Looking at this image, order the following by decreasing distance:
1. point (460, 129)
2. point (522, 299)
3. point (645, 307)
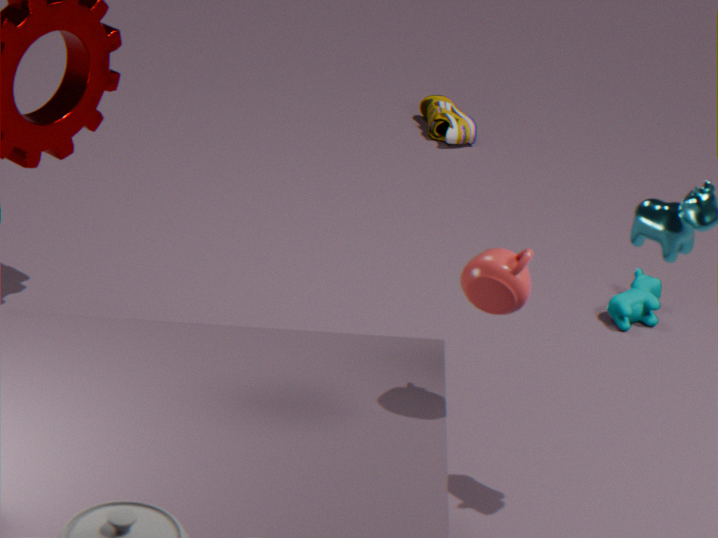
point (460, 129) < point (645, 307) < point (522, 299)
